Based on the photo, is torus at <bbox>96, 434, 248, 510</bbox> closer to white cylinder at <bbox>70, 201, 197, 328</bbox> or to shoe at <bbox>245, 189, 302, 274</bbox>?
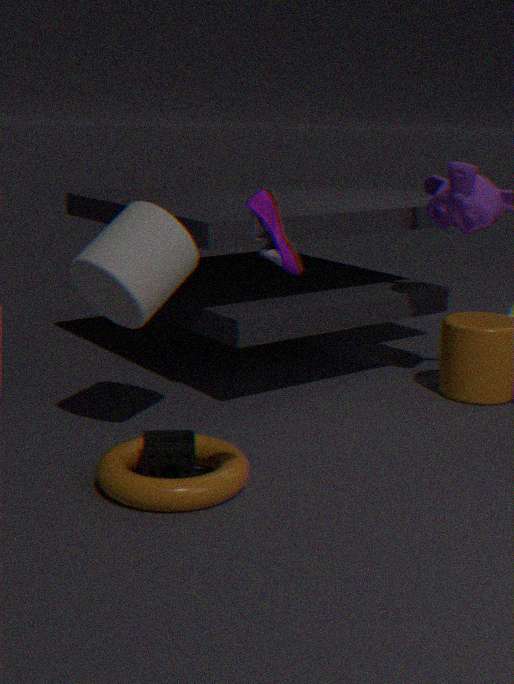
white cylinder at <bbox>70, 201, 197, 328</bbox>
